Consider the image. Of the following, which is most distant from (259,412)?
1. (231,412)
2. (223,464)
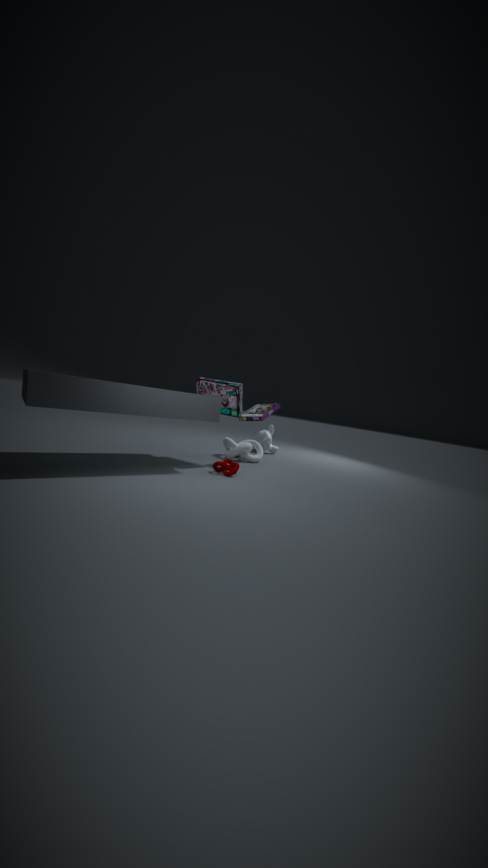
(223,464)
